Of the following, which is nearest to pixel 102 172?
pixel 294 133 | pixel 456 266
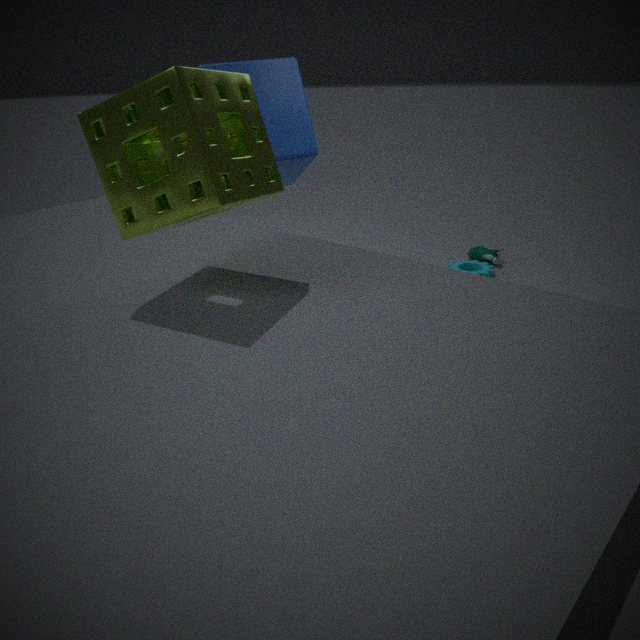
pixel 294 133
